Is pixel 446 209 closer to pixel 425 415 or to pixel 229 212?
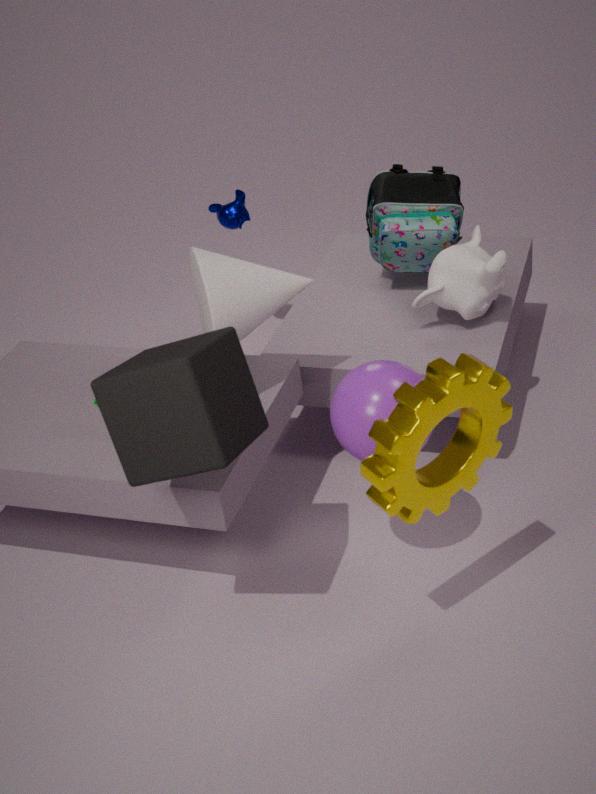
pixel 229 212
